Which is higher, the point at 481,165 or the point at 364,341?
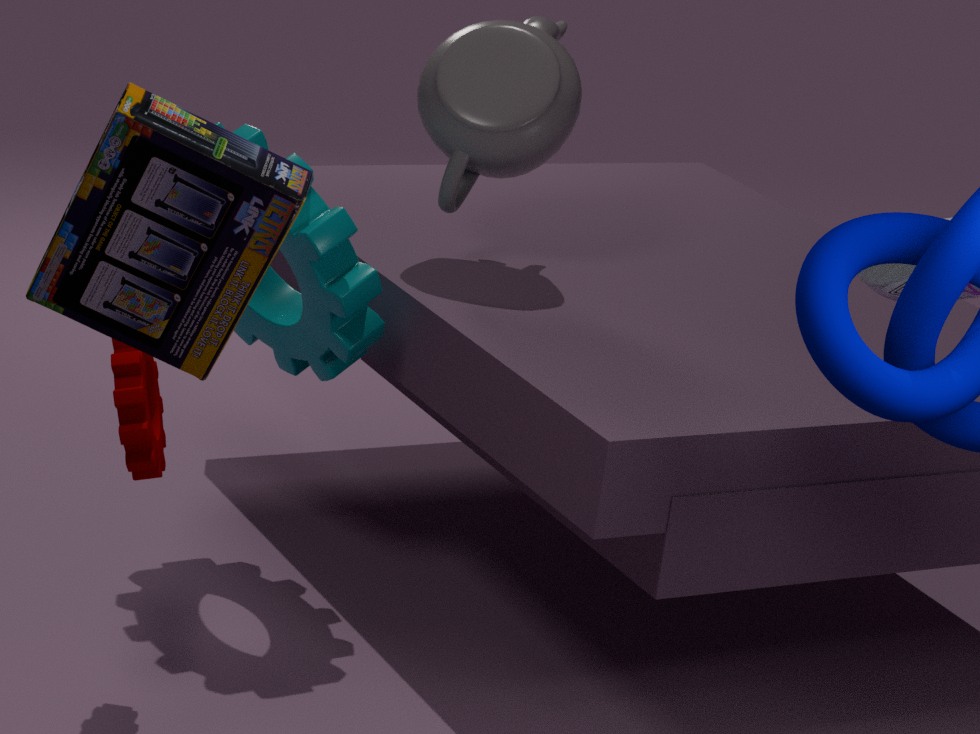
the point at 481,165
